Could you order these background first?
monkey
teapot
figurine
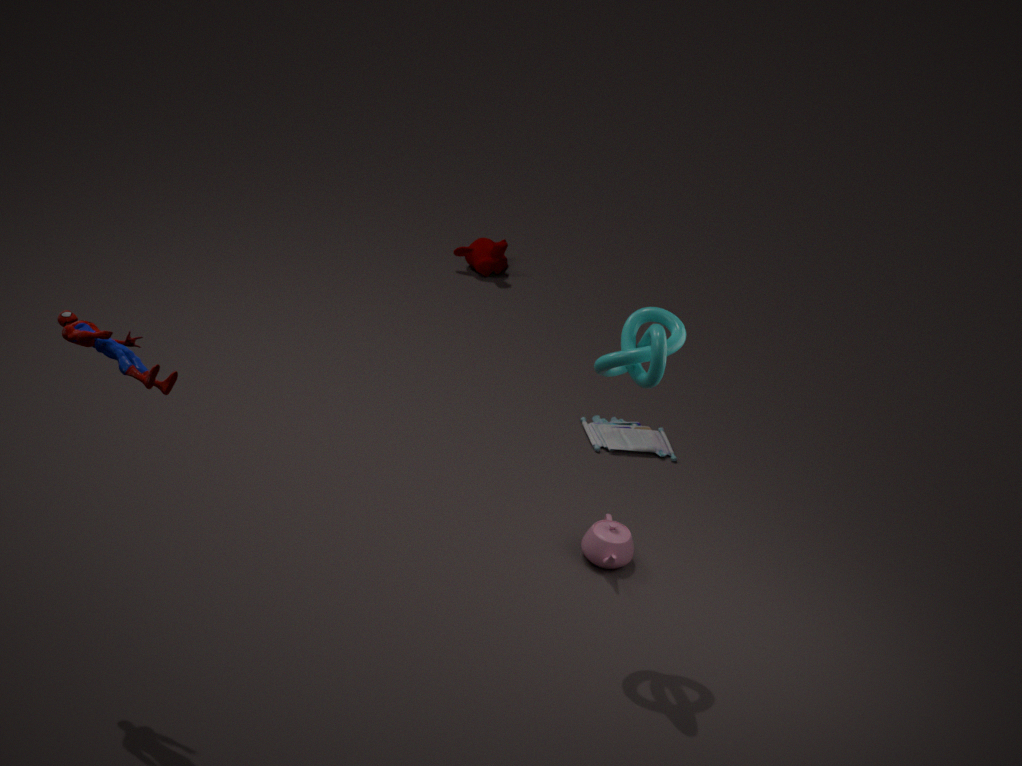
monkey, teapot, figurine
